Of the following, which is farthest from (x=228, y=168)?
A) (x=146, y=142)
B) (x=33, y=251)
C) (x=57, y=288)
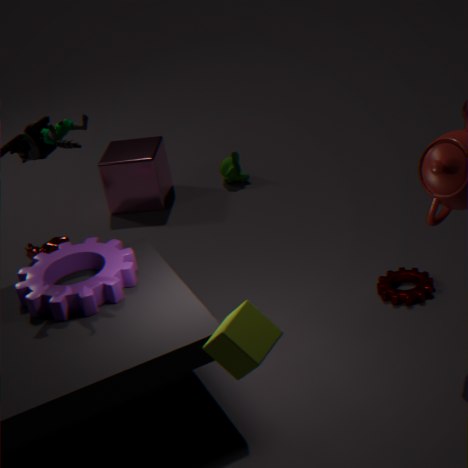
(x=57, y=288)
